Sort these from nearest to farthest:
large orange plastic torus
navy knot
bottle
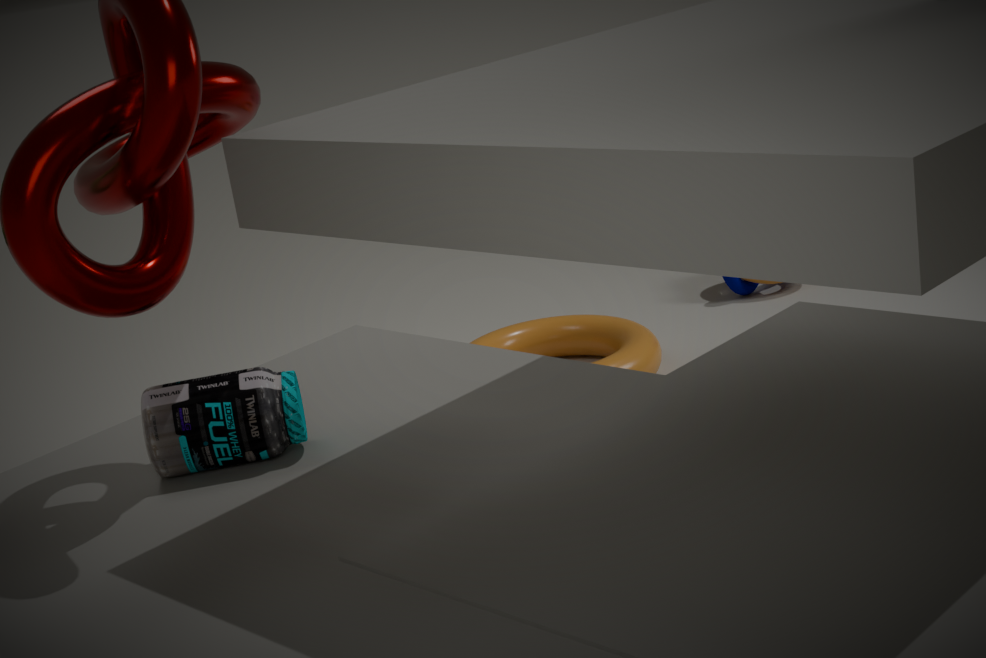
bottle
large orange plastic torus
navy knot
